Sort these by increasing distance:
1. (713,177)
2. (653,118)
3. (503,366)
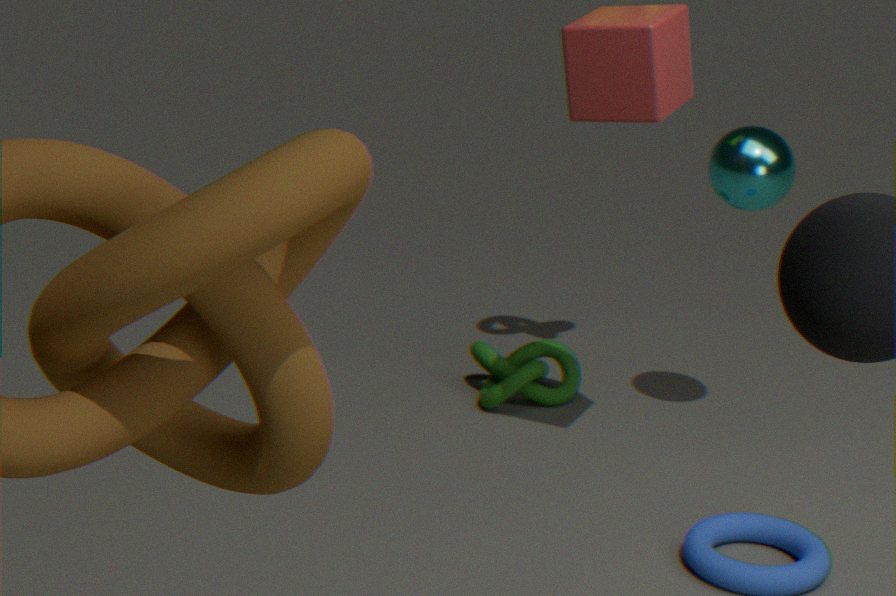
(653,118), (713,177), (503,366)
